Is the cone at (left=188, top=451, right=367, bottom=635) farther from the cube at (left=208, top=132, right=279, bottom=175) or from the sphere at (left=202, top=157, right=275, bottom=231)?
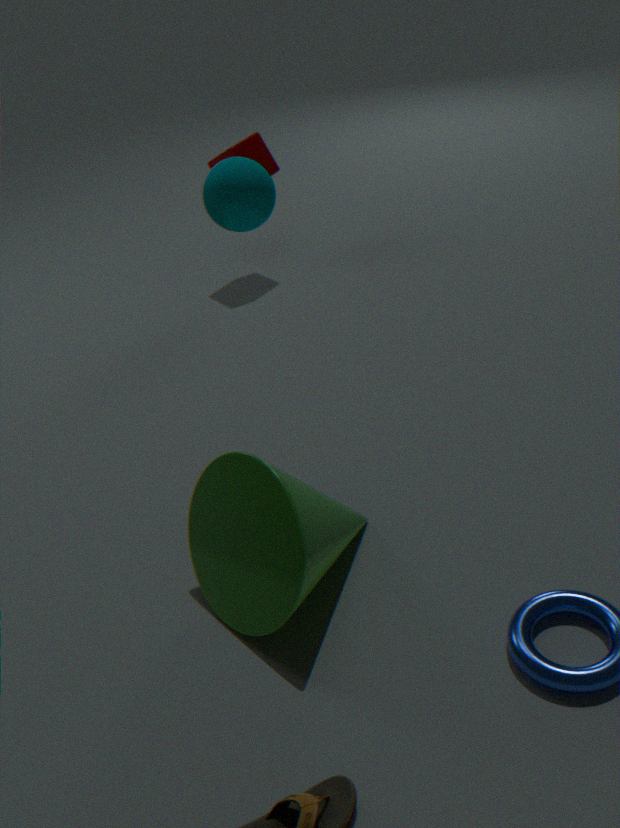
the cube at (left=208, top=132, right=279, bottom=175)
